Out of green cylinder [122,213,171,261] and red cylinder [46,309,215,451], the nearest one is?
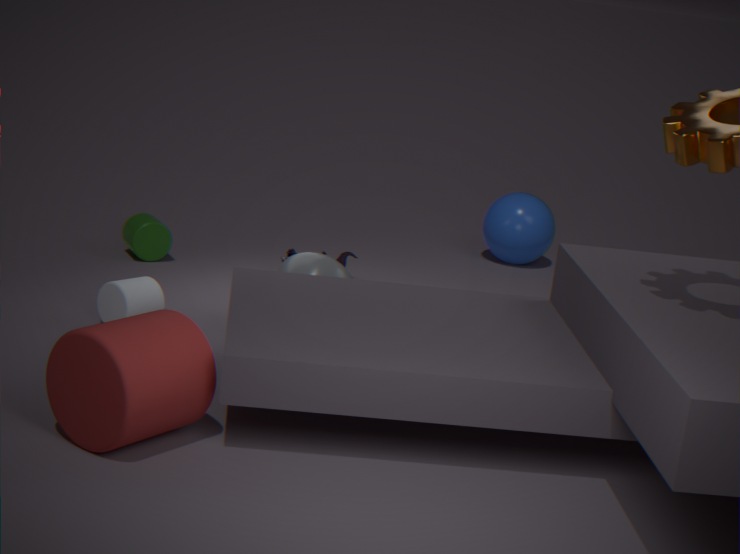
red cylinder [46,309,215,451]
